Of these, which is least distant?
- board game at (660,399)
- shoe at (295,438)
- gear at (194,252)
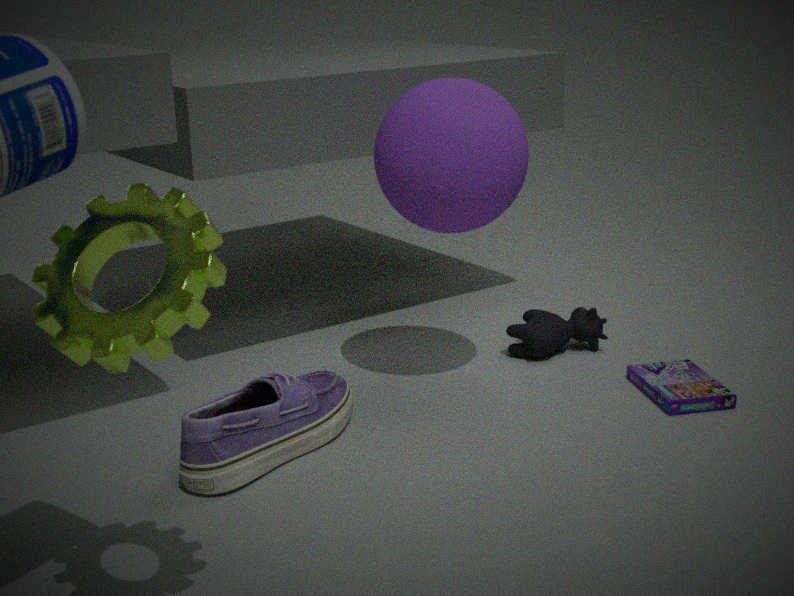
gear at (194,252)
